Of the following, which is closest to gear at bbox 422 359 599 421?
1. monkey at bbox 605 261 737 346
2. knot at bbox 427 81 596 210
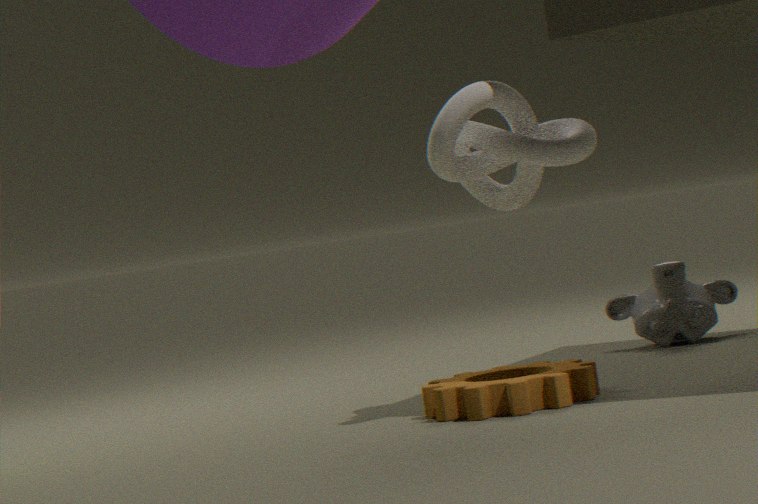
knot at bbox 427 81 596 210
